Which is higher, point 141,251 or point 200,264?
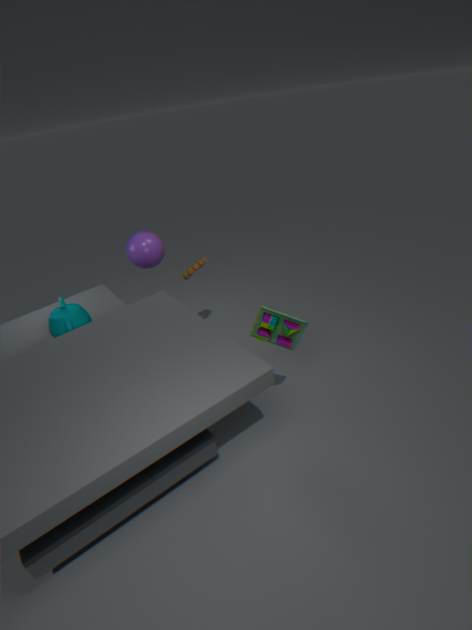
point 141,251
